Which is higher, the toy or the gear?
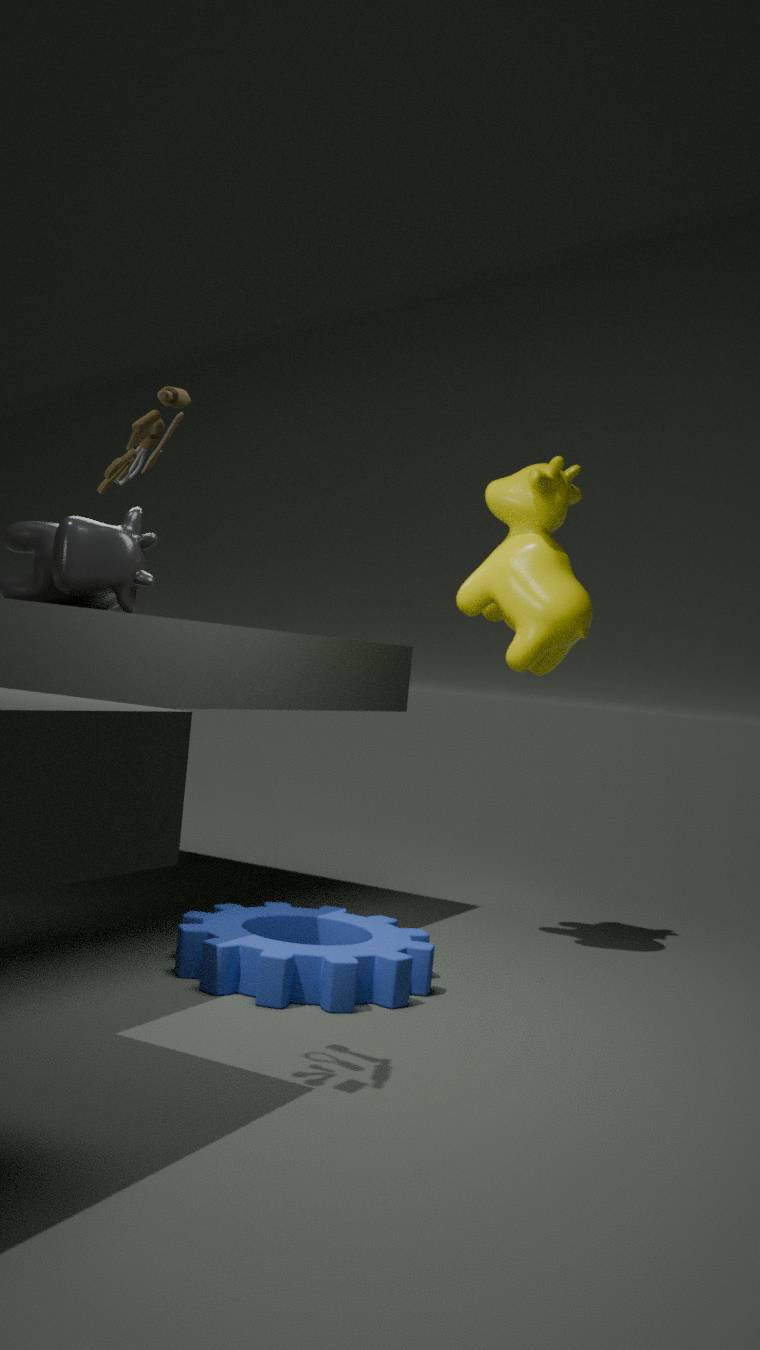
the toy
